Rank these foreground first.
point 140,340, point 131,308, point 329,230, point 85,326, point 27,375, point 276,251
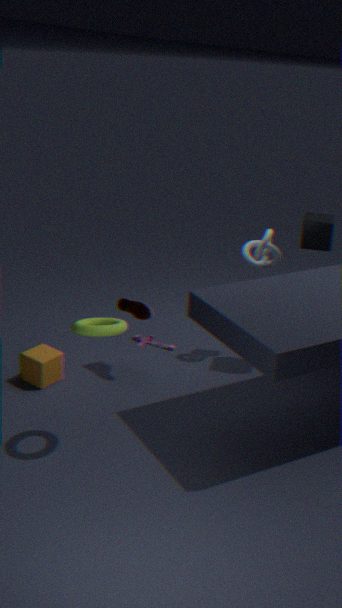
point 85,326, point 27,375, point 329,230, point 131,308, point 276,251, point 140,340
